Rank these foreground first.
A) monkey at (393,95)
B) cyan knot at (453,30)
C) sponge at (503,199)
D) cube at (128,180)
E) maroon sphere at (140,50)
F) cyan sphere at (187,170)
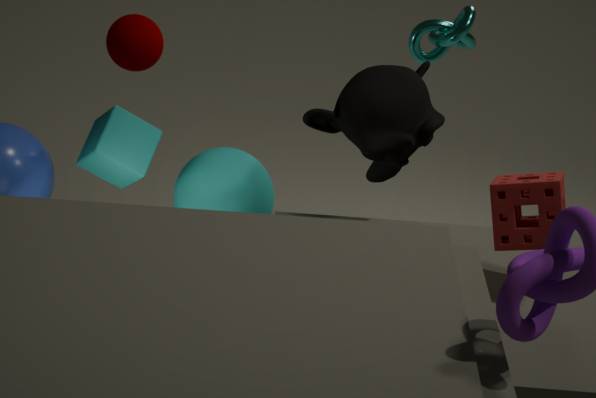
sponge at (503,199) < monkey at (393,95) < maroon sphere at (140,50) < cube at (128,180) < cyan sphere at (187,170) < cyan knot at (453,30)
